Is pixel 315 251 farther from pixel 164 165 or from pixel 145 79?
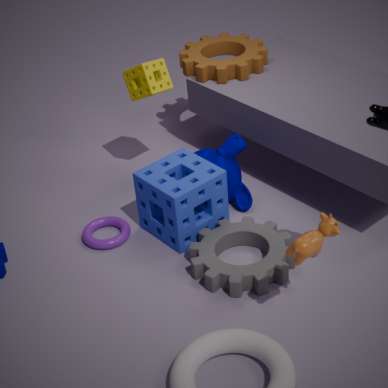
pixel 145 79
